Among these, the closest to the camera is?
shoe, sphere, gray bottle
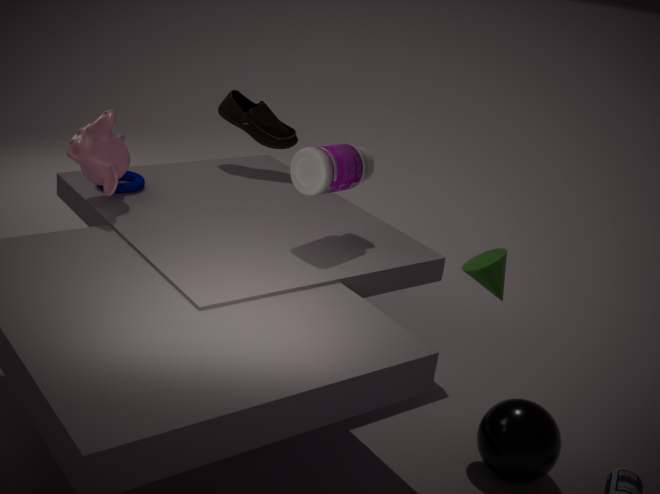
sphere
